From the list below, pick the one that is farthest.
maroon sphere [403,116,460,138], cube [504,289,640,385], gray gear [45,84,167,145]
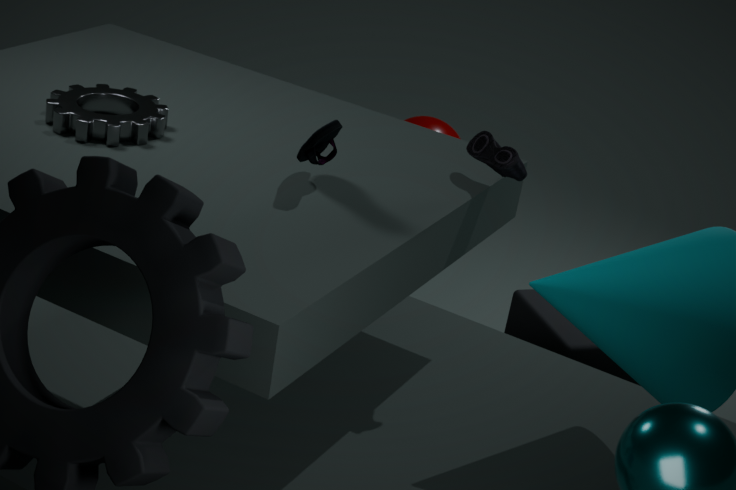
maroon sphere [403,116,460,138]
